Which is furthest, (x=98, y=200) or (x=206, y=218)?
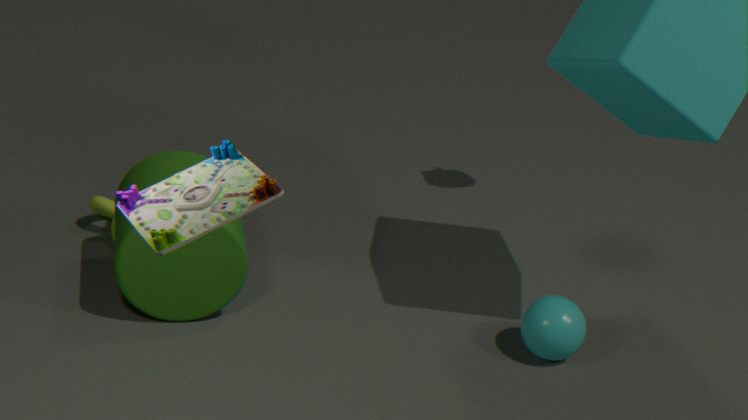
(x=98, y=200)
